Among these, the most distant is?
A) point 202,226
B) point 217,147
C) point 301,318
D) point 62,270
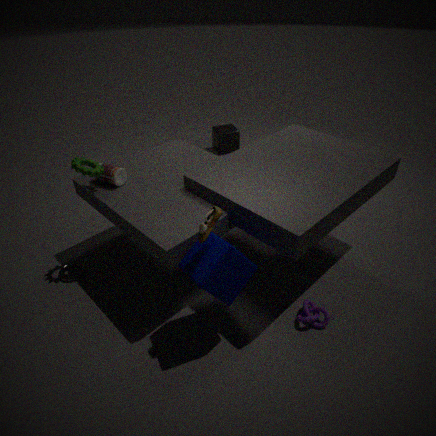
point 217,147
